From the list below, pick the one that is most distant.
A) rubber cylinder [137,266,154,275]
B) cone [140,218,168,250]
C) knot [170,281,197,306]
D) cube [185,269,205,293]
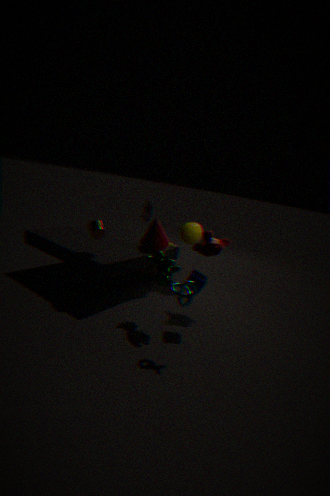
rubber cylinder [137,266,154,275]
